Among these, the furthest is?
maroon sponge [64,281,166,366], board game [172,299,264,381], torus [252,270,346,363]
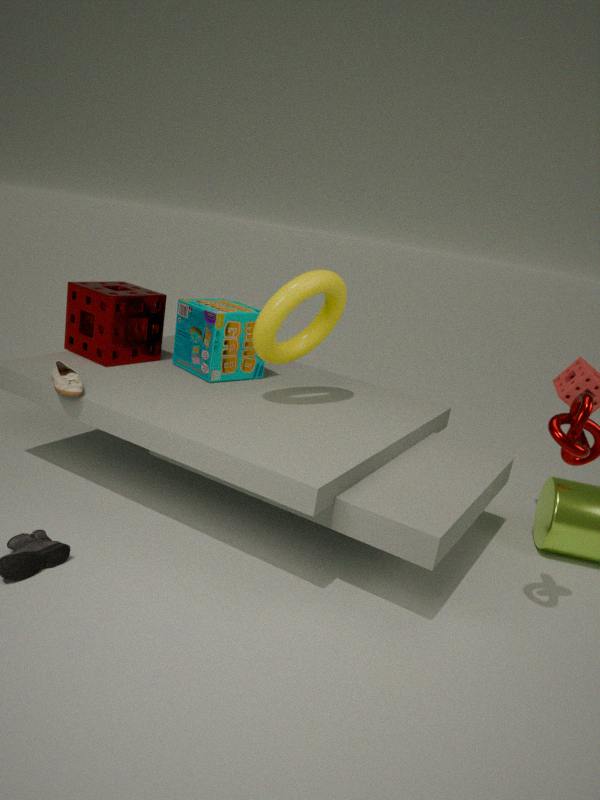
board game [172,299,264,381]
